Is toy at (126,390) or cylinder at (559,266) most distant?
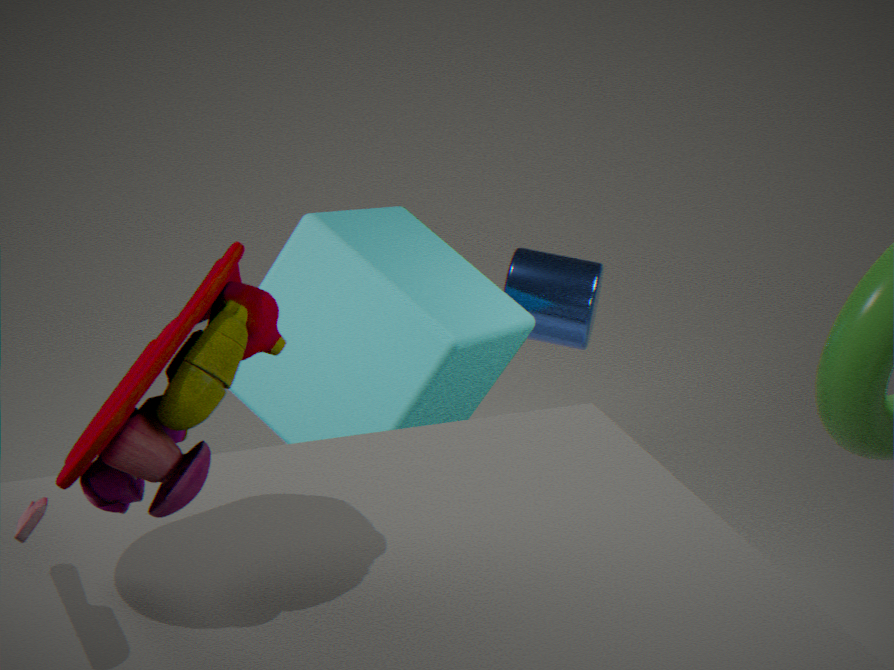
cylinder at (559,266)
